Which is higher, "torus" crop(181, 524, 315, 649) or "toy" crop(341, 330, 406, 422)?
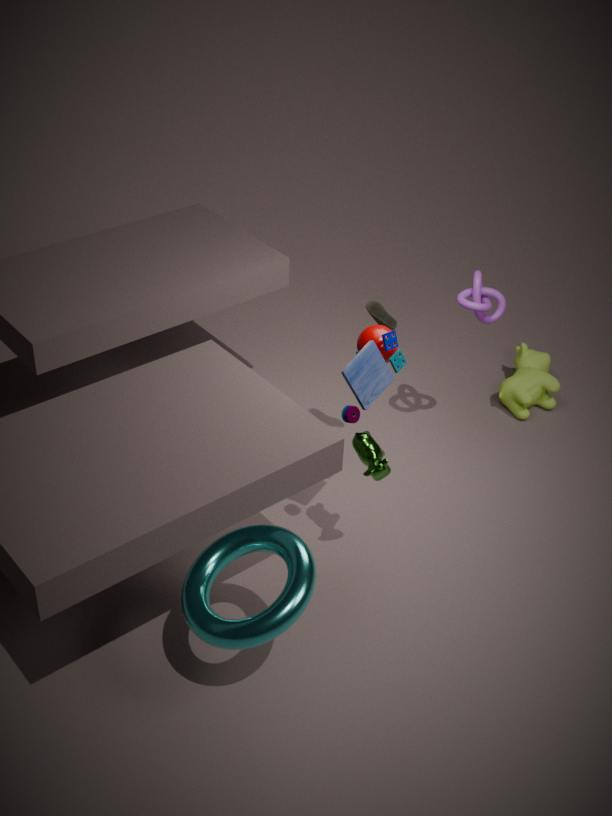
"toy" crop(341, 330, 406, 422)
